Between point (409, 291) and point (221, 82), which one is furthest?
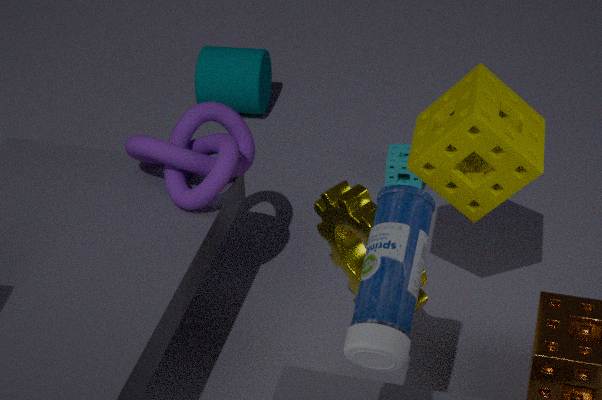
point (221, 82)
